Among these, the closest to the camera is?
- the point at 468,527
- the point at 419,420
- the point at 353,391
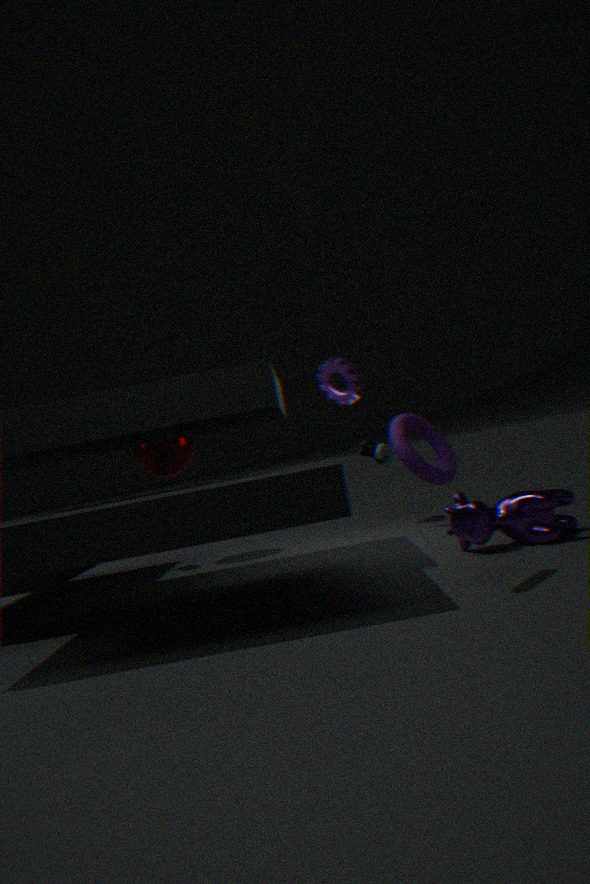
the point at 419,420
